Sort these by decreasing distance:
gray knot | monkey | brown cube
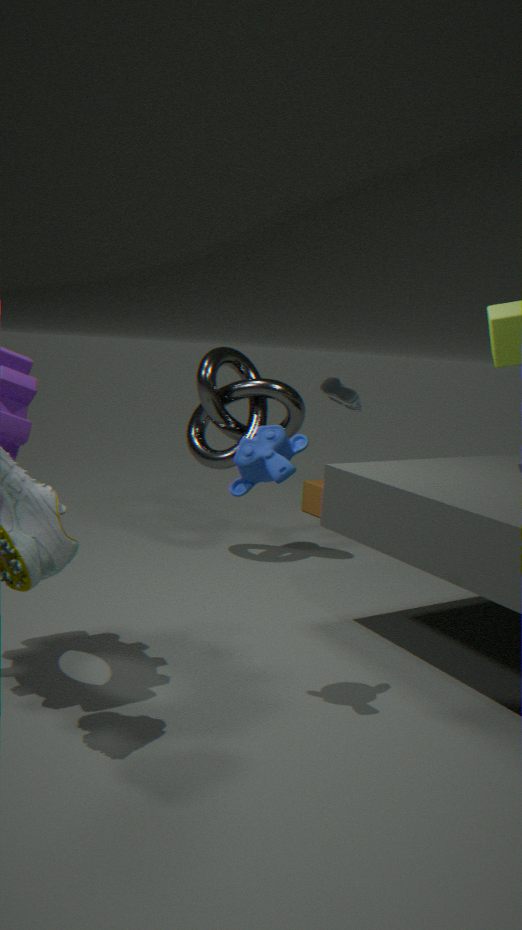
brown cube
gray knot
monkey
